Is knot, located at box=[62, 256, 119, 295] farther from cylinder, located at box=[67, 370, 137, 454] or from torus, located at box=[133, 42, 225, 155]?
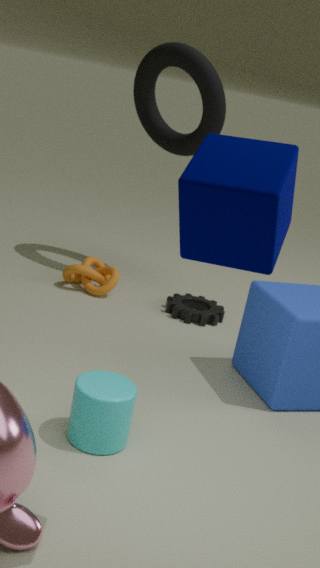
cylinder, located at box=[67, 370, 137, 454]
